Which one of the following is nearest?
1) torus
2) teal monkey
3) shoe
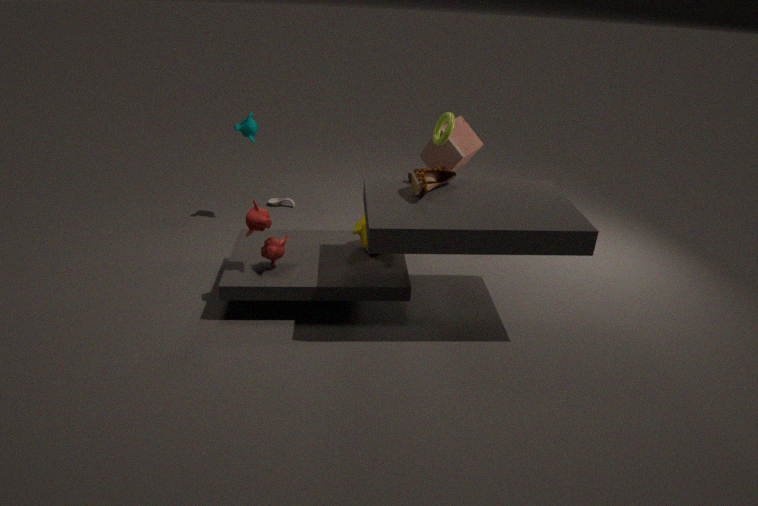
3. shoe
